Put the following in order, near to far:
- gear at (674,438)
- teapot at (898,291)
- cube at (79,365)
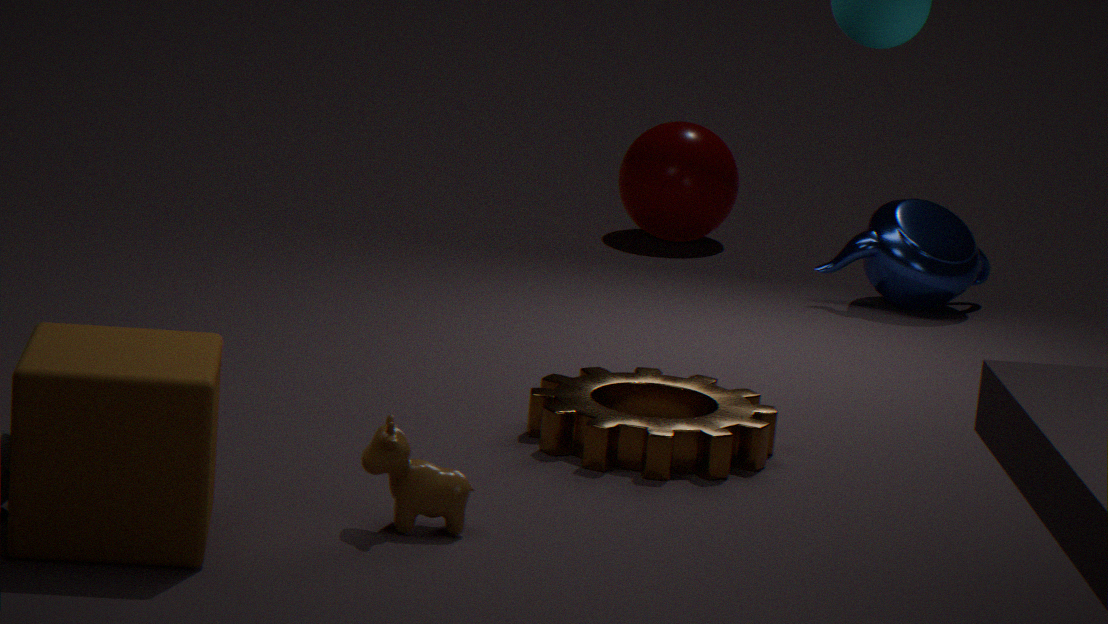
cube at (79,365) → gear at (674,438) → teapot at (898,291)
